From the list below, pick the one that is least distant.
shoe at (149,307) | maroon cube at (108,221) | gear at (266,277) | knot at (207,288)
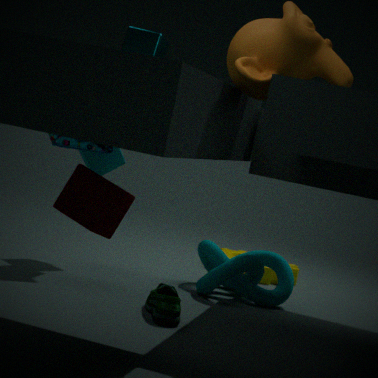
maroon cube at (108,221)
